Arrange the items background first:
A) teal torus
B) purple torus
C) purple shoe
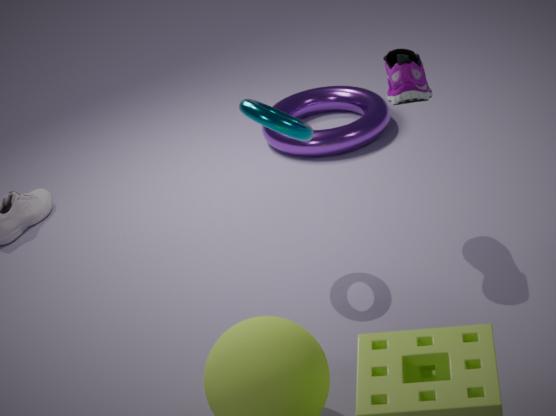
1. B. purple torus
2. A. teal torus
3. C. purple shoe
